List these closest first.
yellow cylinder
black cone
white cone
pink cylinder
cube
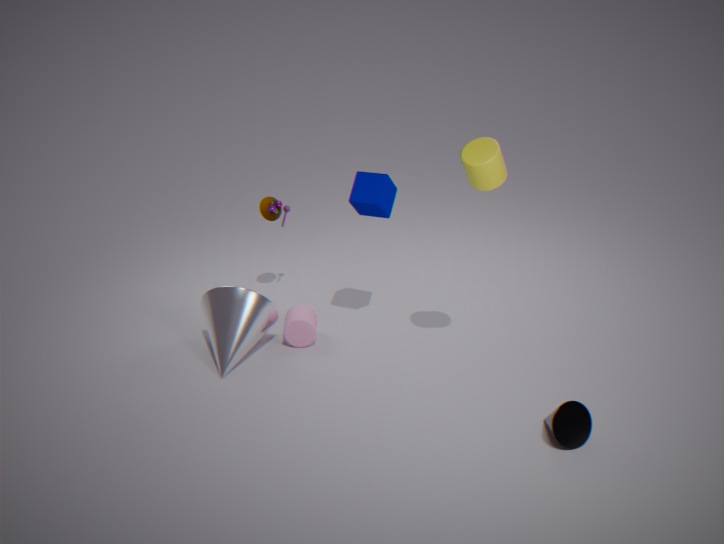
black cone < yellow cylinder < cube < white cone < pink cylinder
